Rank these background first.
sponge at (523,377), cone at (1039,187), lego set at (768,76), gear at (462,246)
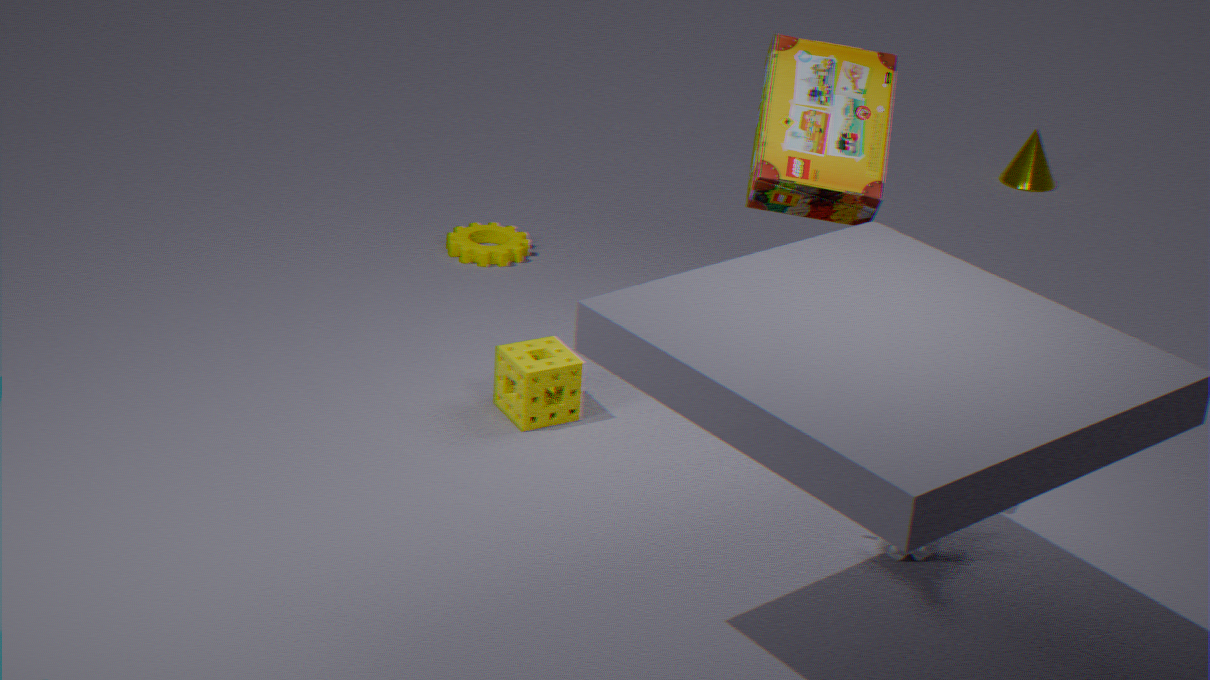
cone at (1039,187)
gear at (462,246)
sponge at (523,377)
lego set at (768,76)
